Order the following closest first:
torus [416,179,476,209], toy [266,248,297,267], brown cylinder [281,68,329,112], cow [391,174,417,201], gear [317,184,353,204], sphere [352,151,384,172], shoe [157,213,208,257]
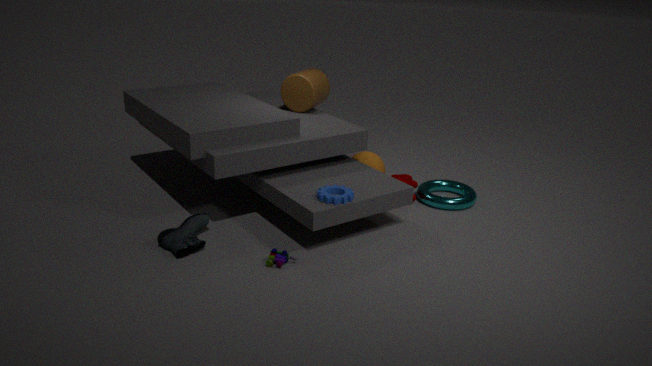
toy [266,248,297,267] → shoe [157,213,208,257] → gear [317,184,353,204] → torus [416,179,476,209] → cow [391,174,417,201] → sphere [352,151,384,172] → brown cylinder [281,68,329,112]
